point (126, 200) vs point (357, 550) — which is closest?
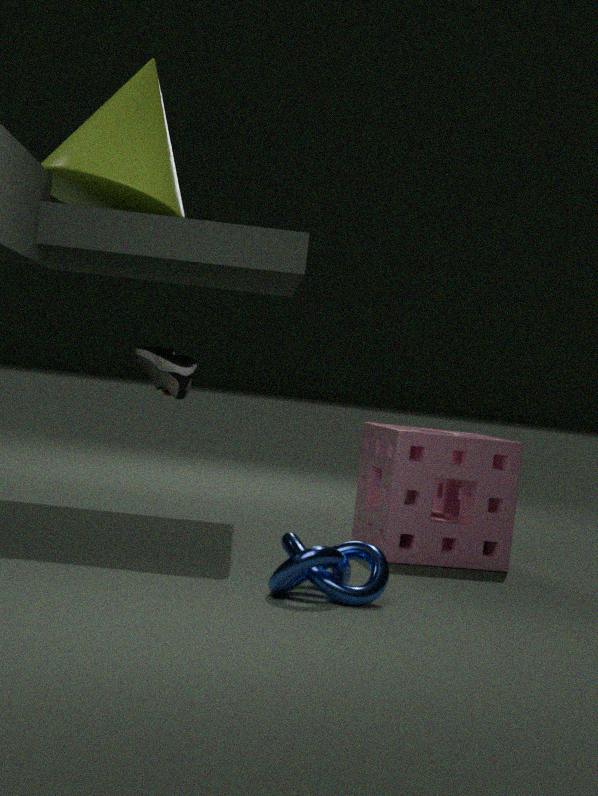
point (357, 550)
